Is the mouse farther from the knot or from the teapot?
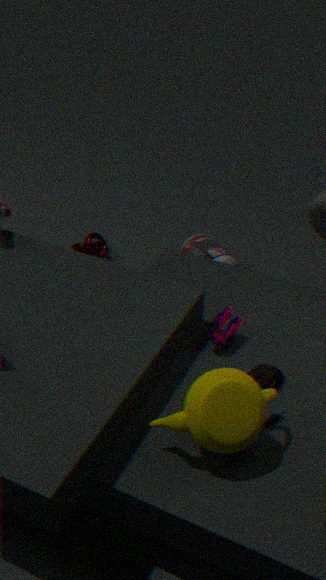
the knot
